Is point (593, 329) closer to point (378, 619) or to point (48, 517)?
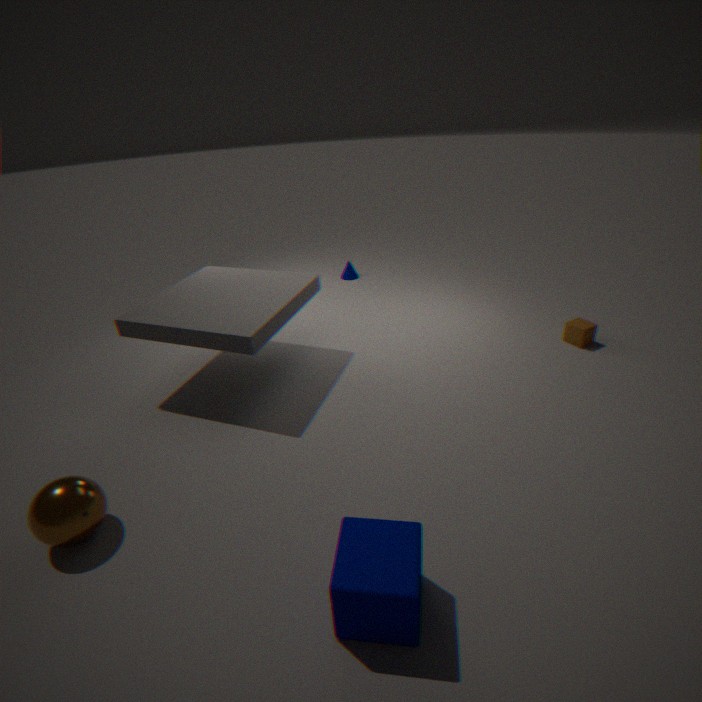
point (378, 619)
